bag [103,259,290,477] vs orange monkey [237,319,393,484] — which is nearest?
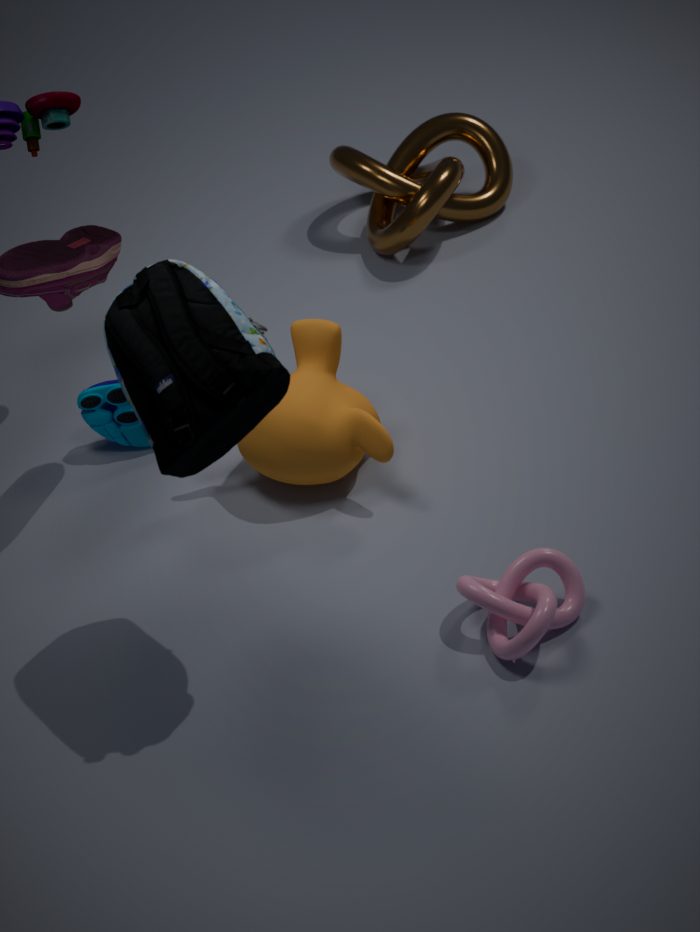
bag [103,259,290,477]
